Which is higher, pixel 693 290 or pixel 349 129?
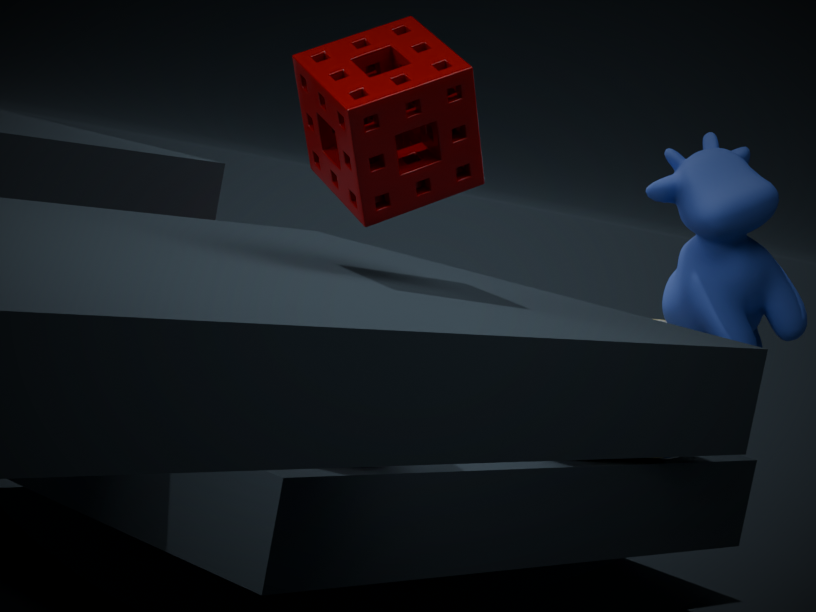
pixel 349 129
